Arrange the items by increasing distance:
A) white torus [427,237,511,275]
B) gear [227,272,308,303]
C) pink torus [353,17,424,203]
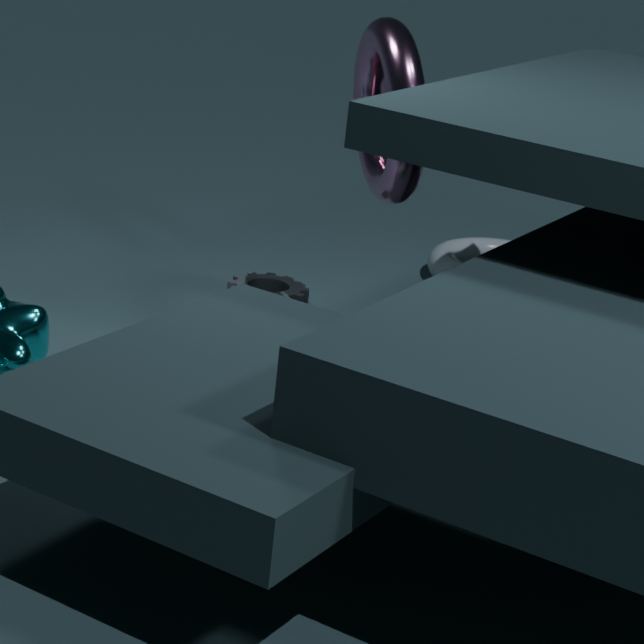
pink torus [353,17,424,203] < gear [227,272,308,303] < white torus [427,237,511,275]
